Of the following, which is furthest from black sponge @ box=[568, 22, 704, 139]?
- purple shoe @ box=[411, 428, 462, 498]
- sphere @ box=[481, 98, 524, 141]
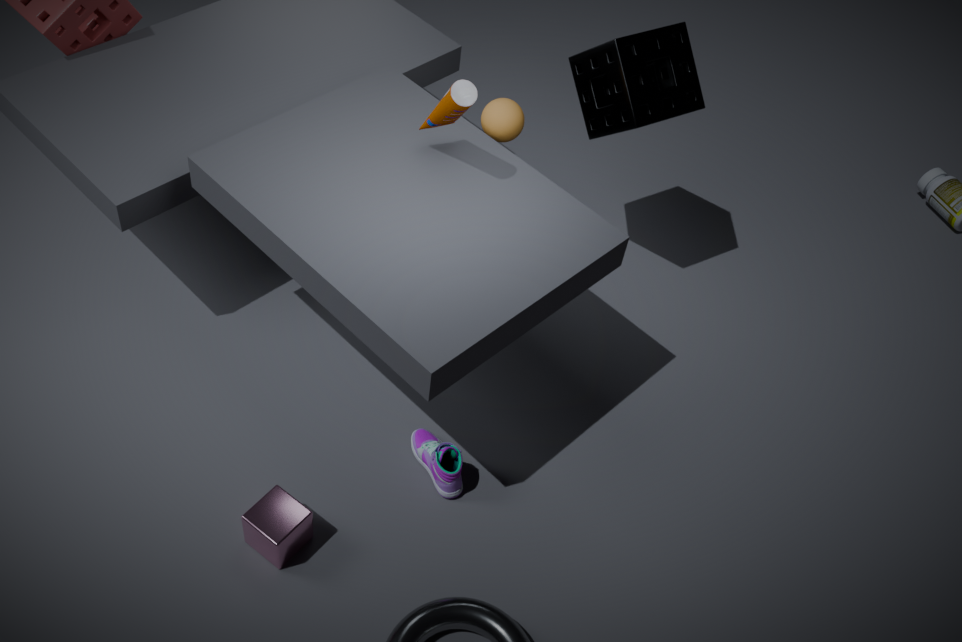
purple shoe @ box=[411, 428, 462, 498]
